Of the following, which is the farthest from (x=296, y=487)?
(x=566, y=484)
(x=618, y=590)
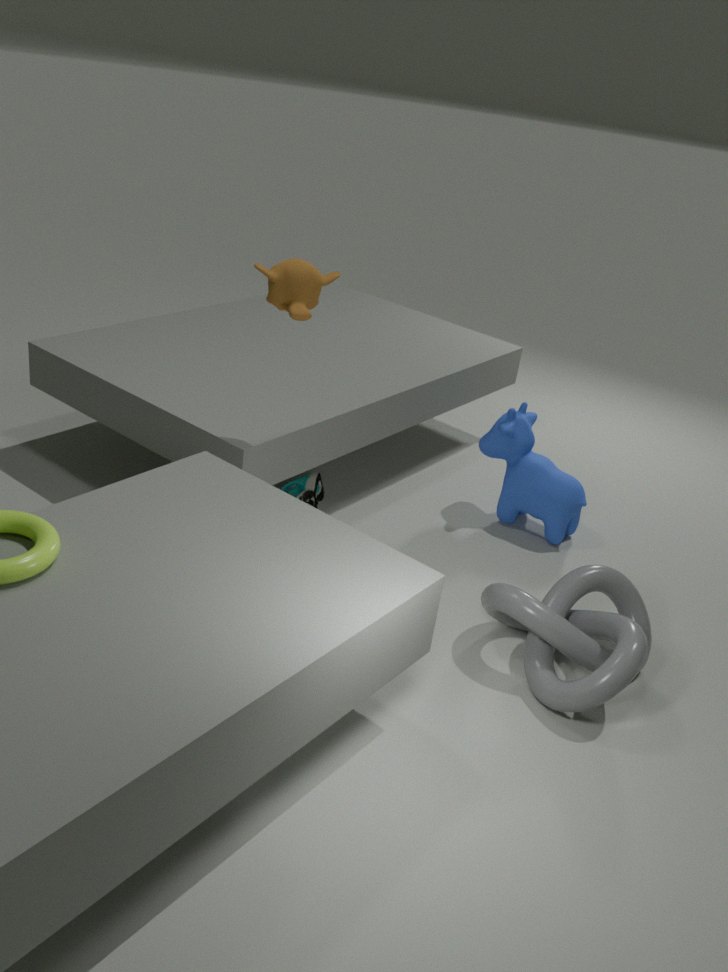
(x=618, y=590)
